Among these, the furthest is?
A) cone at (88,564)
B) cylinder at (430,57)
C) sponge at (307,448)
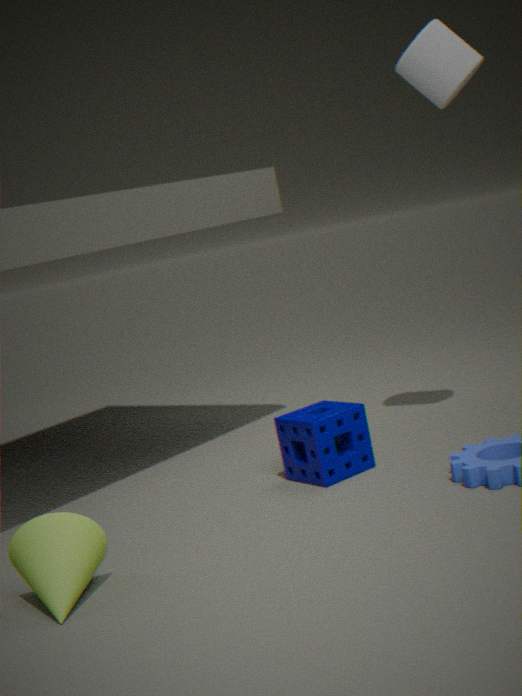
cylinder at (430,57)
